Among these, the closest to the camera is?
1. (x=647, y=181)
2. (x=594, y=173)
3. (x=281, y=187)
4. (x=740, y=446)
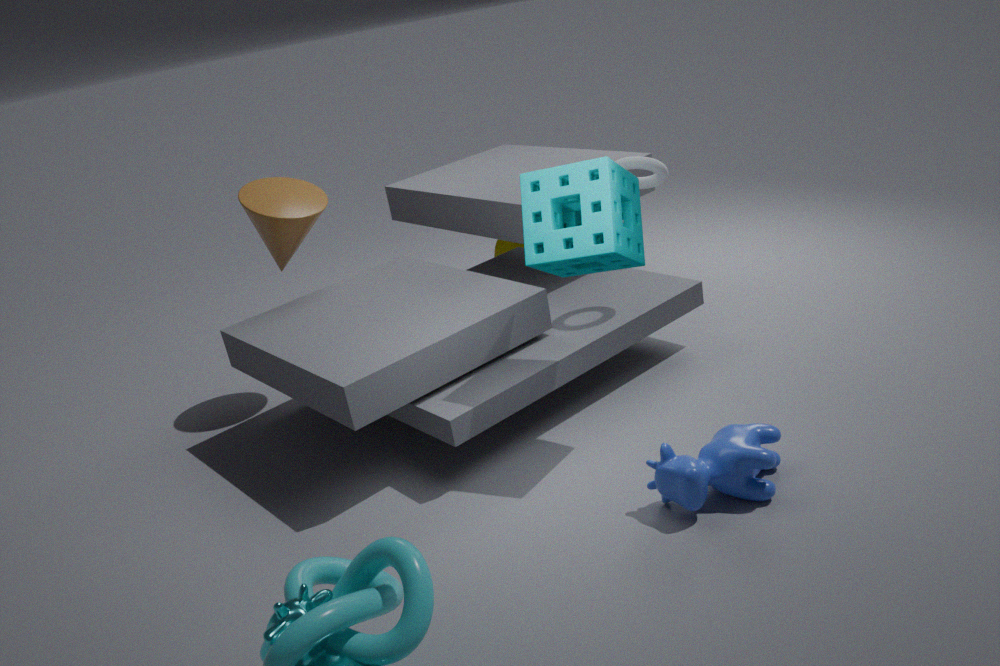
(x=740, y=446)
